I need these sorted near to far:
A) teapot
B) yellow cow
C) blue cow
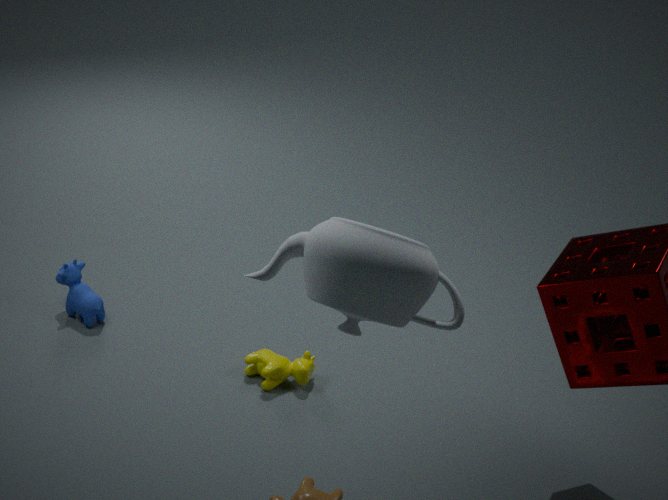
1. A. teapot
2. B. yellow cow
3. C. blue cow
